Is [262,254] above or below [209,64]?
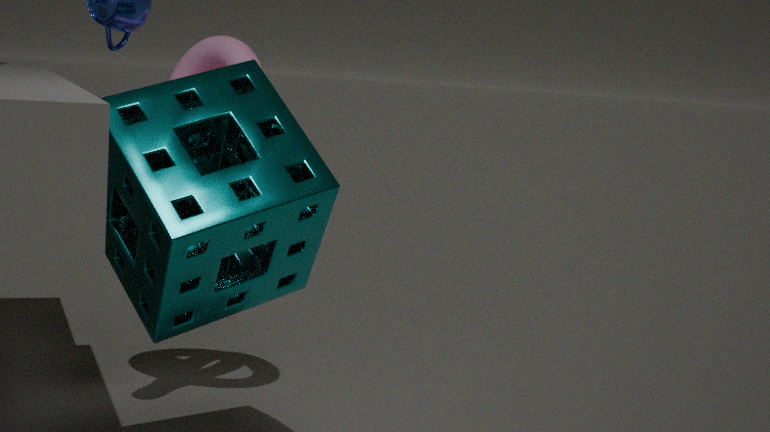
below
